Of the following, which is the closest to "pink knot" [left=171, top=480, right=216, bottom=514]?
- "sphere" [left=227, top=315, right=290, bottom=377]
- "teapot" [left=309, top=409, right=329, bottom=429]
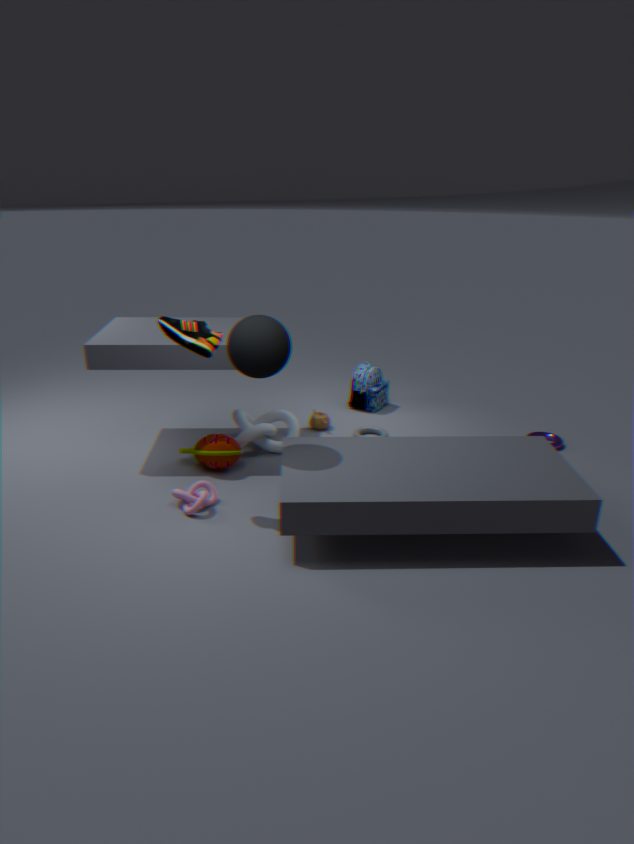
"sphere" [left=227, top=315, right=290, bottom=377]
